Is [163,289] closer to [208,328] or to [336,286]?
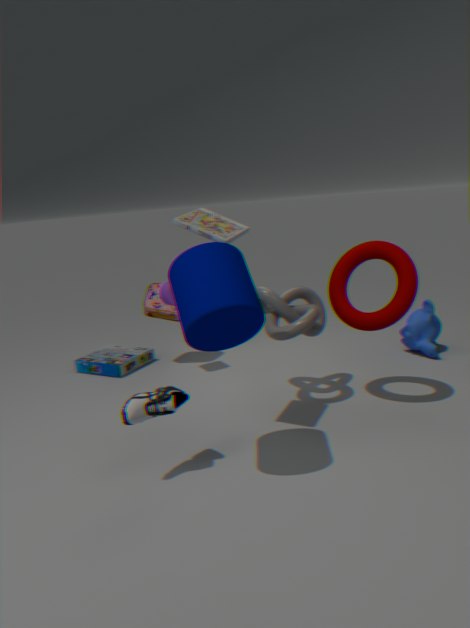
[336,286]
